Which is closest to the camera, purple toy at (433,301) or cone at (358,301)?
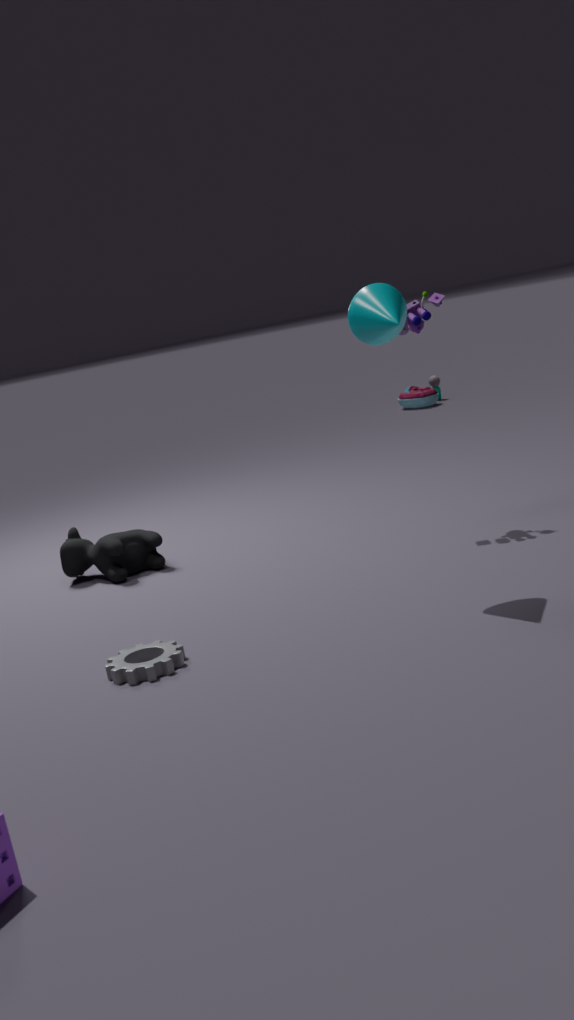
cone at (358,301)
